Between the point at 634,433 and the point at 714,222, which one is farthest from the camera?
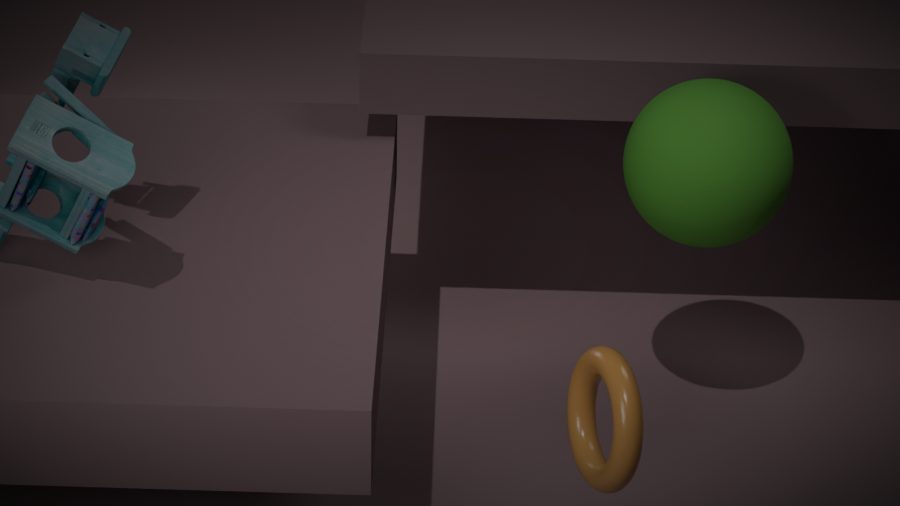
the point at 714,222
